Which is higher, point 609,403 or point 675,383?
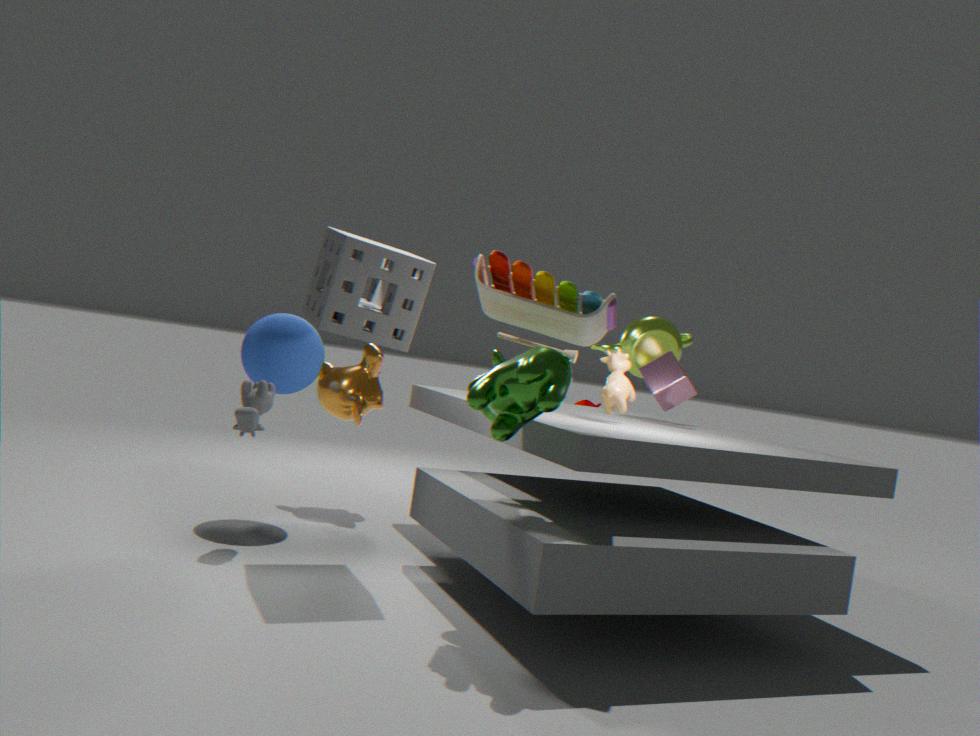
point 675,383
